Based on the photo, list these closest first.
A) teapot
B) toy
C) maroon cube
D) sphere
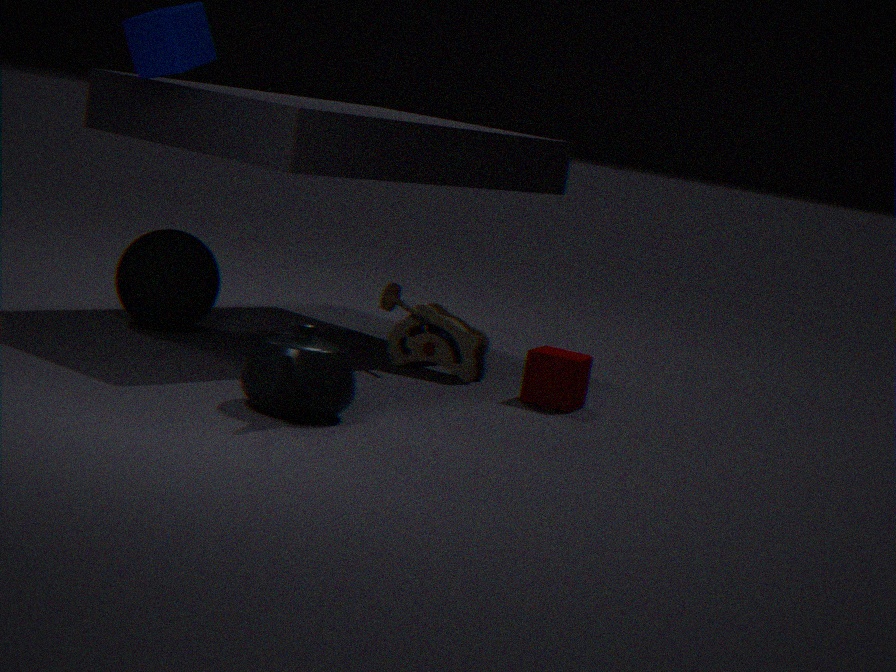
A. teapot
C. maroon cube
D. sphere
B. toy
